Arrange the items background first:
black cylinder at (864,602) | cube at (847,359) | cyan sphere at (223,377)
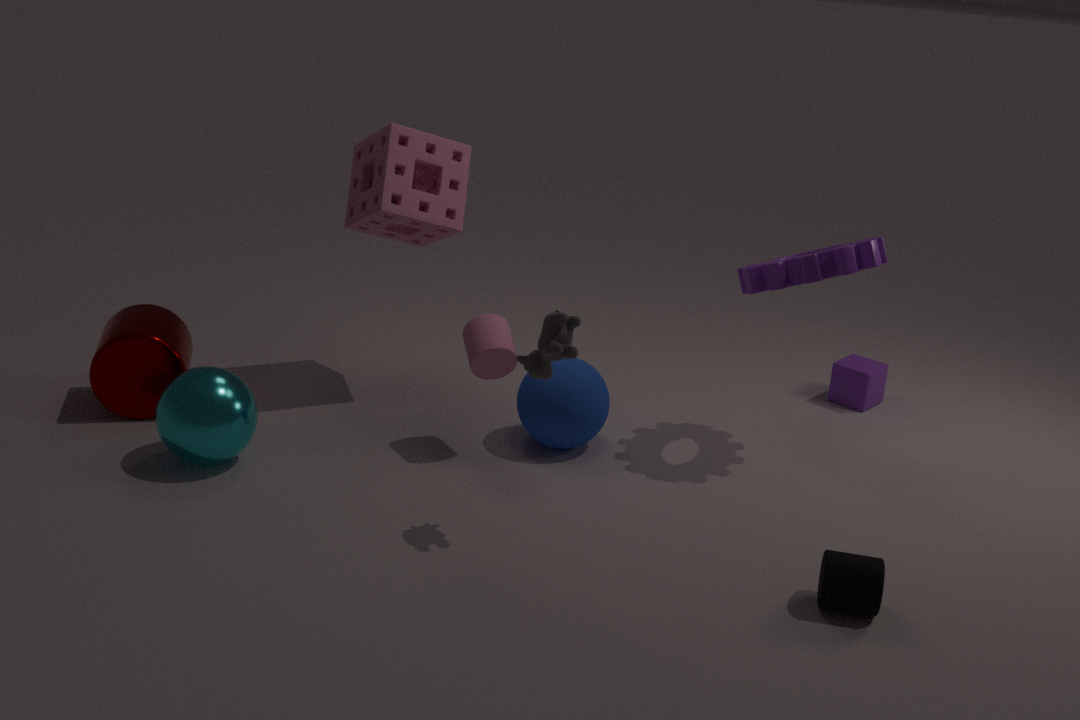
cube at (847,359), cyan sphere at (223,377), black cylinder at (864,602)
